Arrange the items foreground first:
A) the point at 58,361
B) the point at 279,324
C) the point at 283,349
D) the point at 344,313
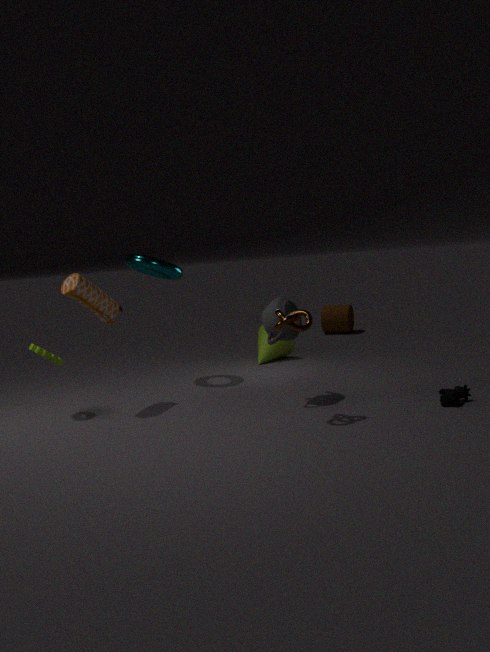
1. the point at 279,324
2. the point at 58,361
3. the point at 283,349
4. the point at 344,313
